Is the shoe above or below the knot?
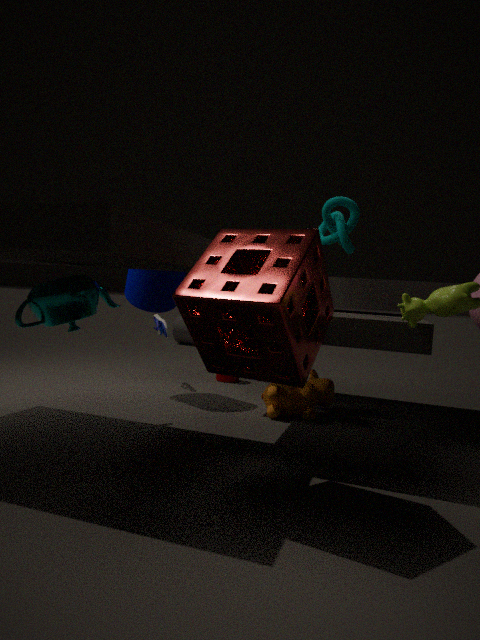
below
